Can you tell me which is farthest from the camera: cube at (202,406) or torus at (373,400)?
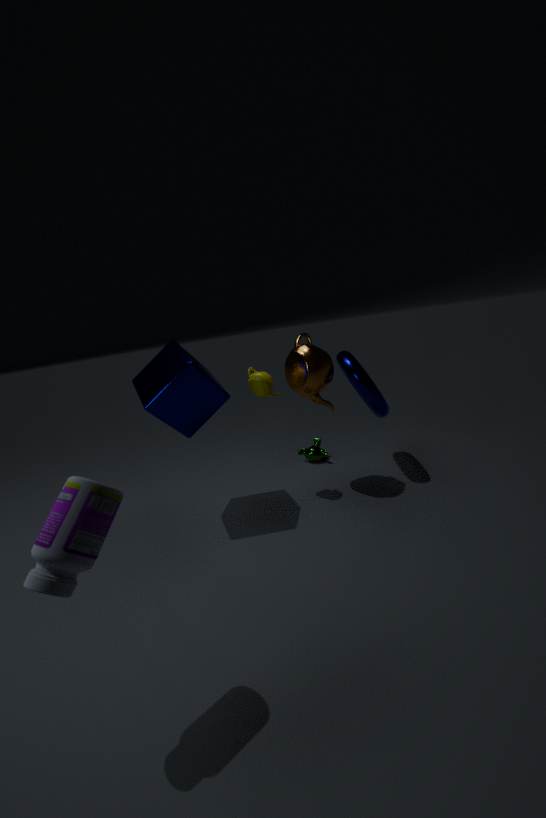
torus at (373,400)
